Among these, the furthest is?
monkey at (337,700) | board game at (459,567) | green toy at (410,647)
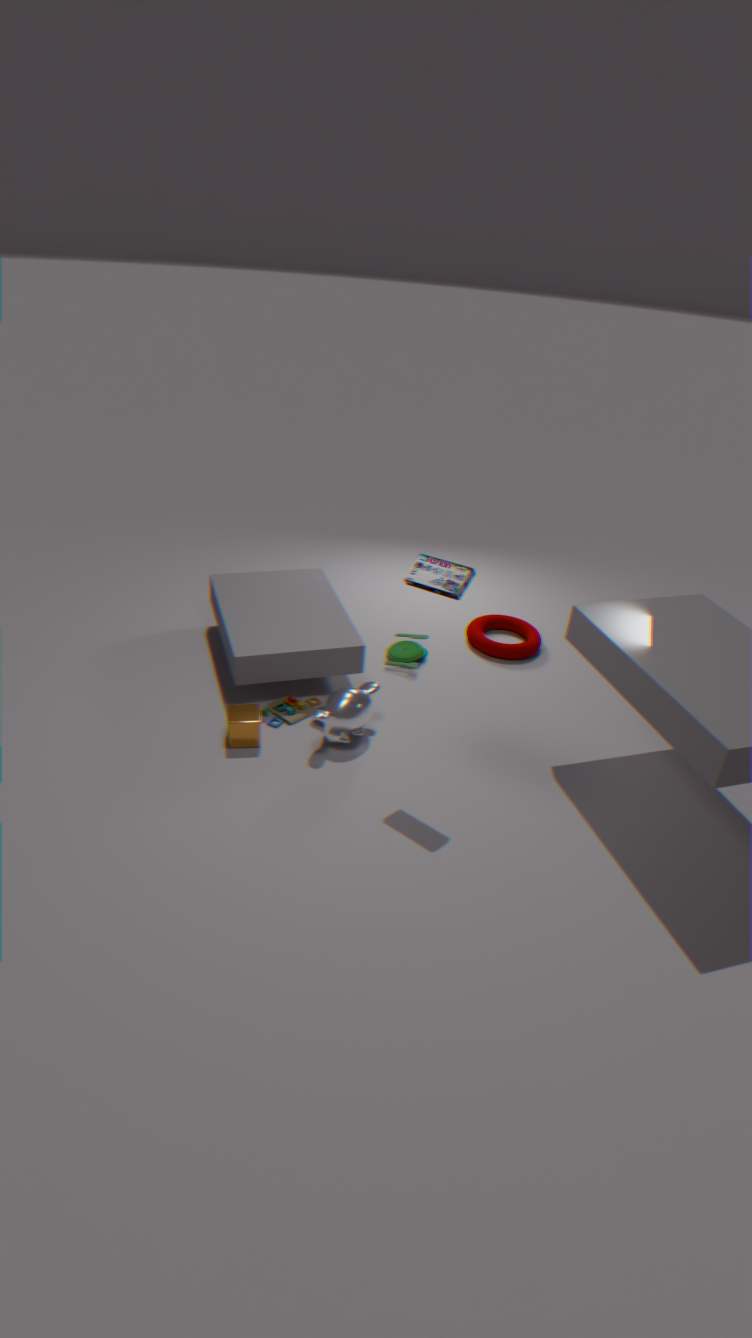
green toy at (410,647)
